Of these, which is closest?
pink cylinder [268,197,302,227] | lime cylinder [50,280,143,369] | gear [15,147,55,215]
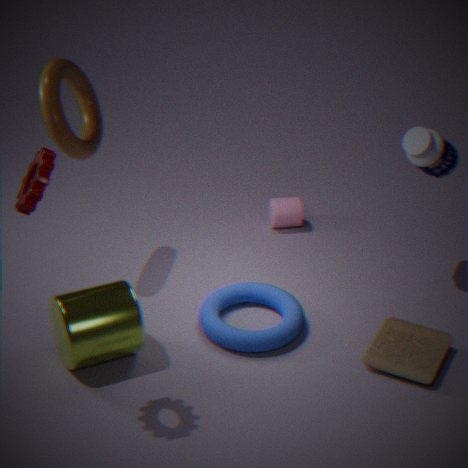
gear [15,147,55,215]
